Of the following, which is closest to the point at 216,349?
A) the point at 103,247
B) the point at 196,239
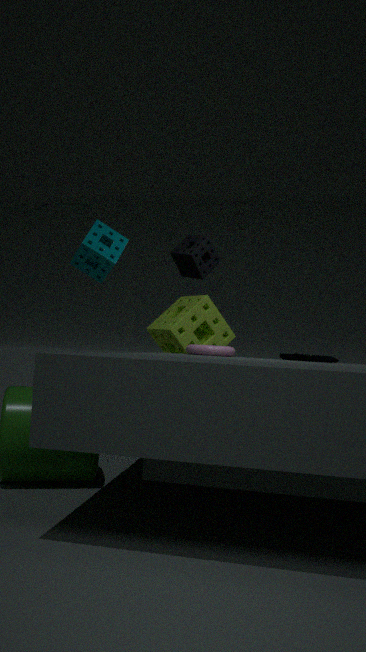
the point at 196,239
